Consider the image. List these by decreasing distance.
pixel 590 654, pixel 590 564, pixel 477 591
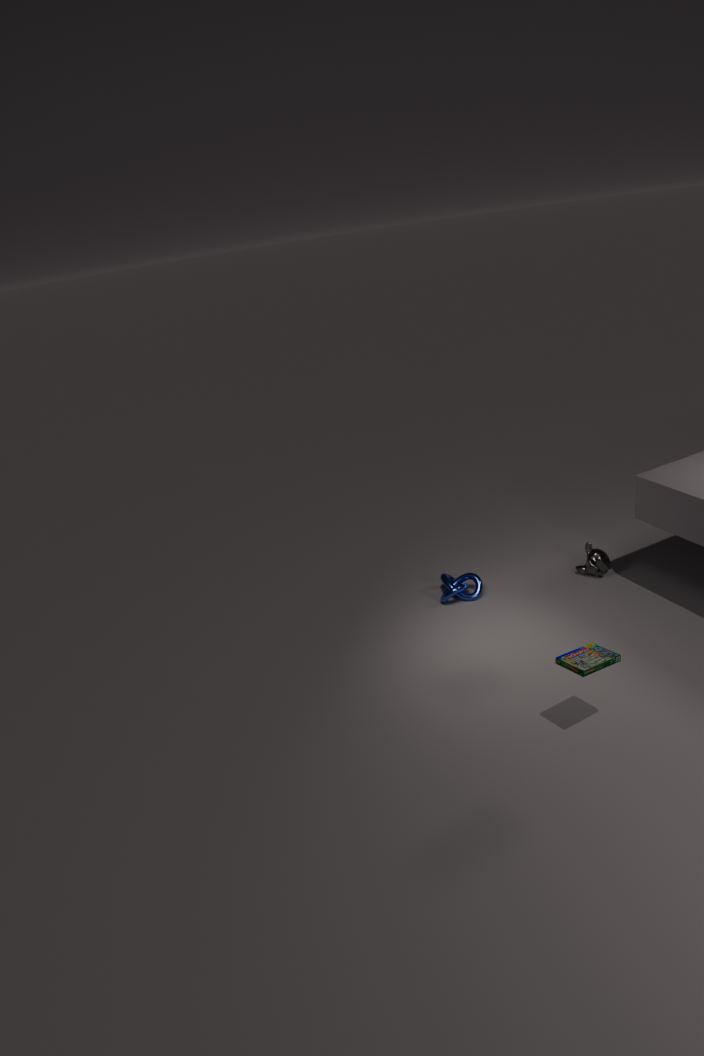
pixel 477 591, pixel 590 564, pixel 590 654
